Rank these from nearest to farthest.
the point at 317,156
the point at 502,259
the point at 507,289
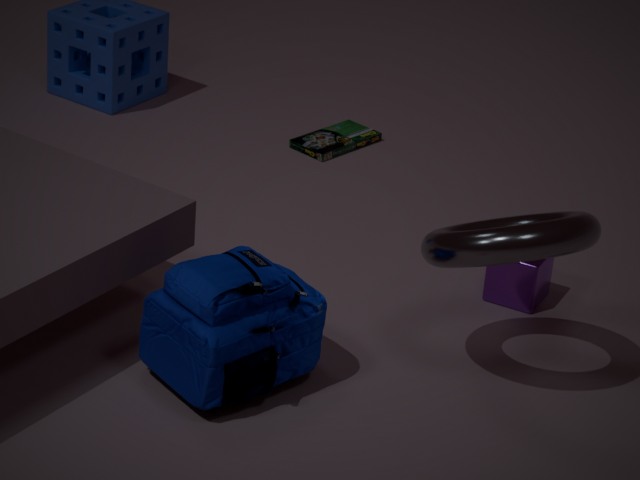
the point at 502,259, the point at 507,289, the point at 317,156
